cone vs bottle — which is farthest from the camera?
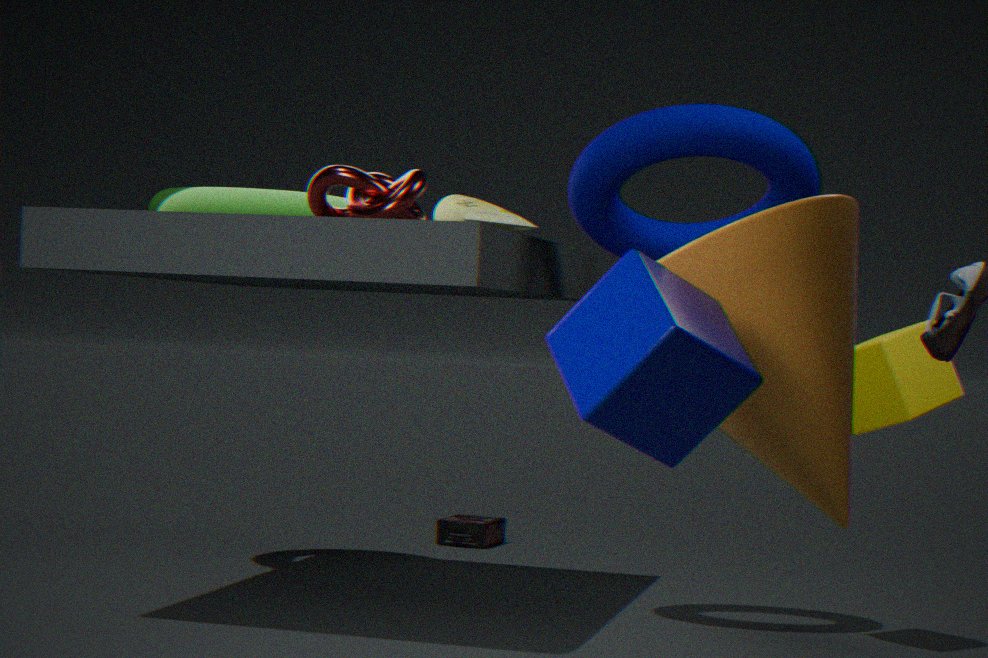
bottle
